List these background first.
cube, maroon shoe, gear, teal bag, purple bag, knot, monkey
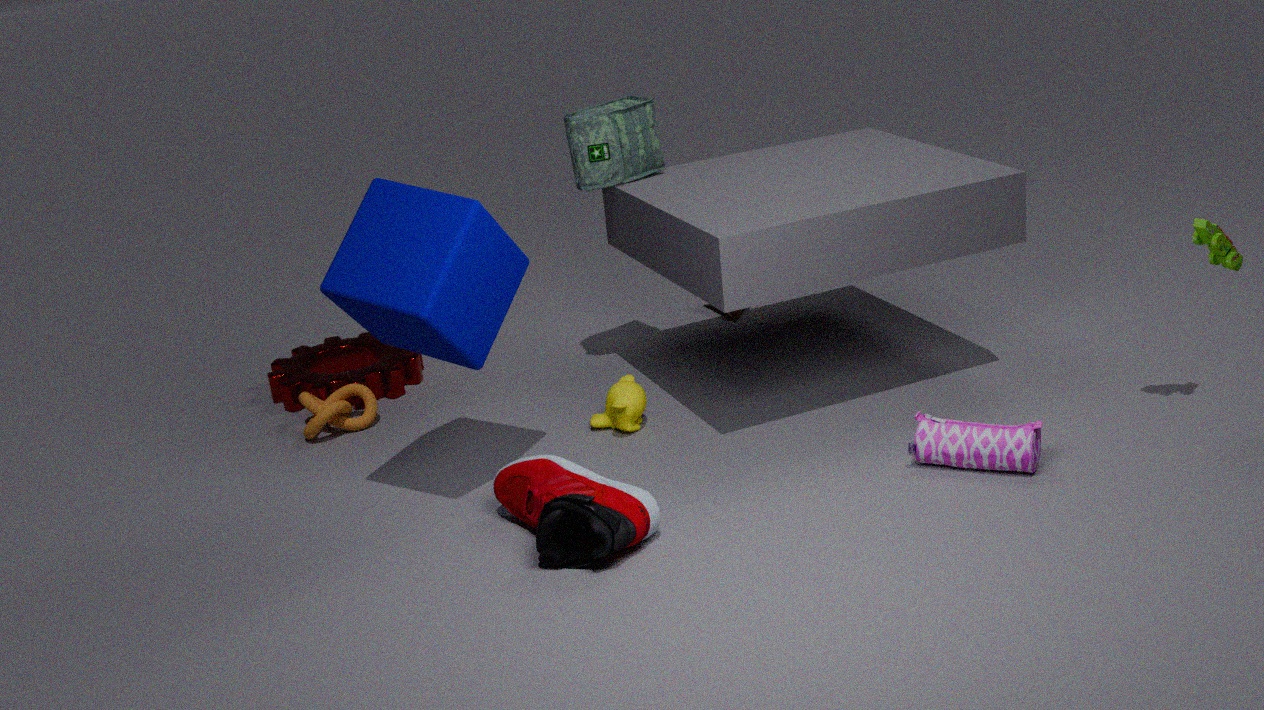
gear, knot, teal bag, monkey, purple bag, cube, maroon shoe
